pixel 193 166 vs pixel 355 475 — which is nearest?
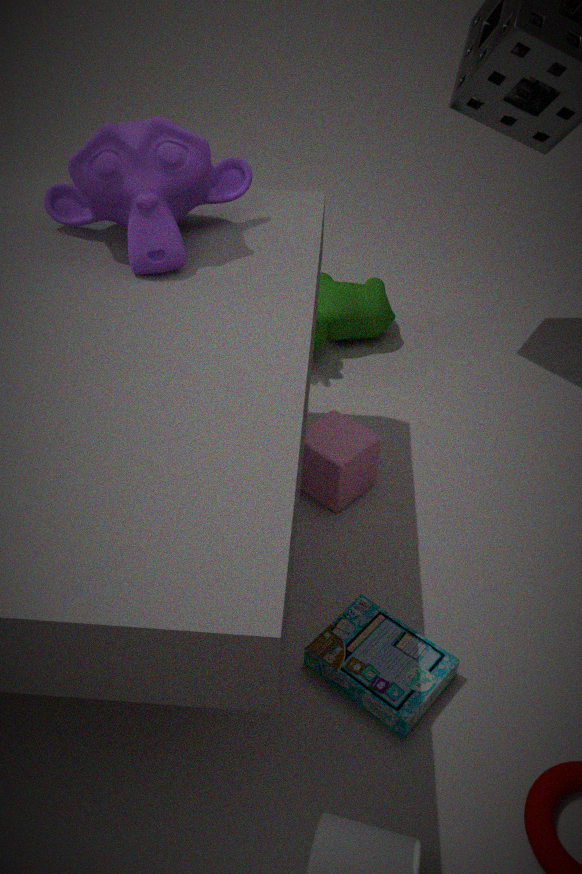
pixel 193 166
